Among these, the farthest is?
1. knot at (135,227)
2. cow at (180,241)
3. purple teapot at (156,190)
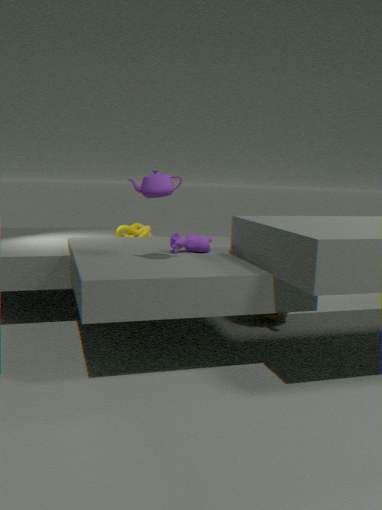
knot at (135,227)
